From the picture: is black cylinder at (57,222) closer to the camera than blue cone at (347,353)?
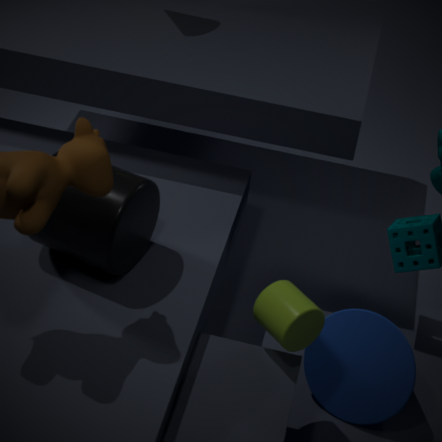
Yes
